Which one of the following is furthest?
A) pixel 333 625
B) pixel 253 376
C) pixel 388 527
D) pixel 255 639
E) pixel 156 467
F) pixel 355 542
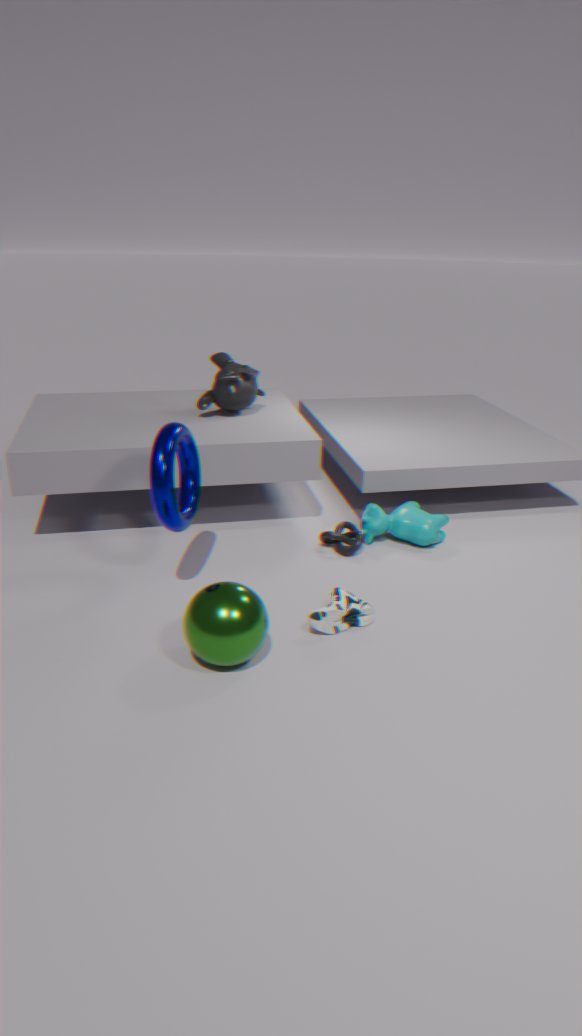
pixel 253 376
